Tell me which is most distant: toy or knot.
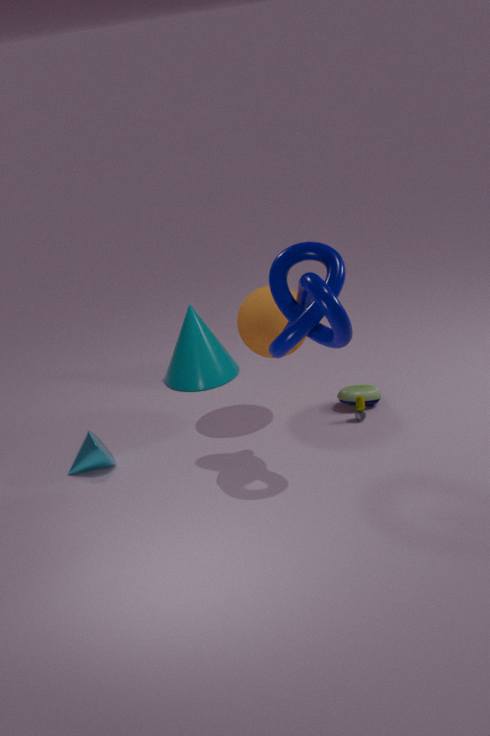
toy
